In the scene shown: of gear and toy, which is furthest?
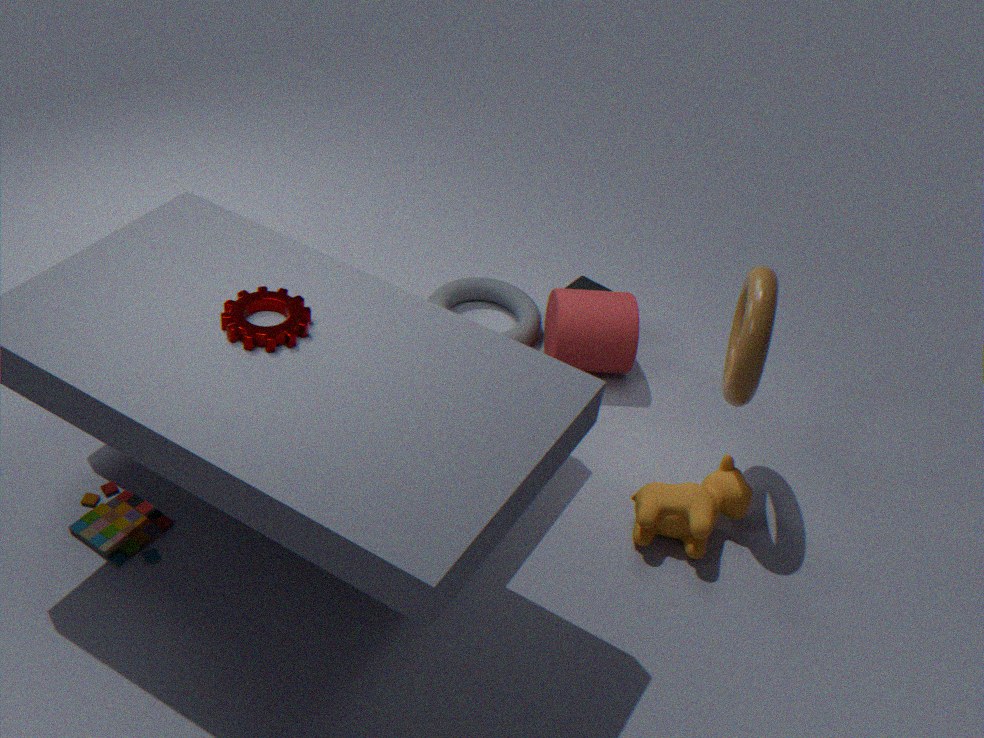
toy
